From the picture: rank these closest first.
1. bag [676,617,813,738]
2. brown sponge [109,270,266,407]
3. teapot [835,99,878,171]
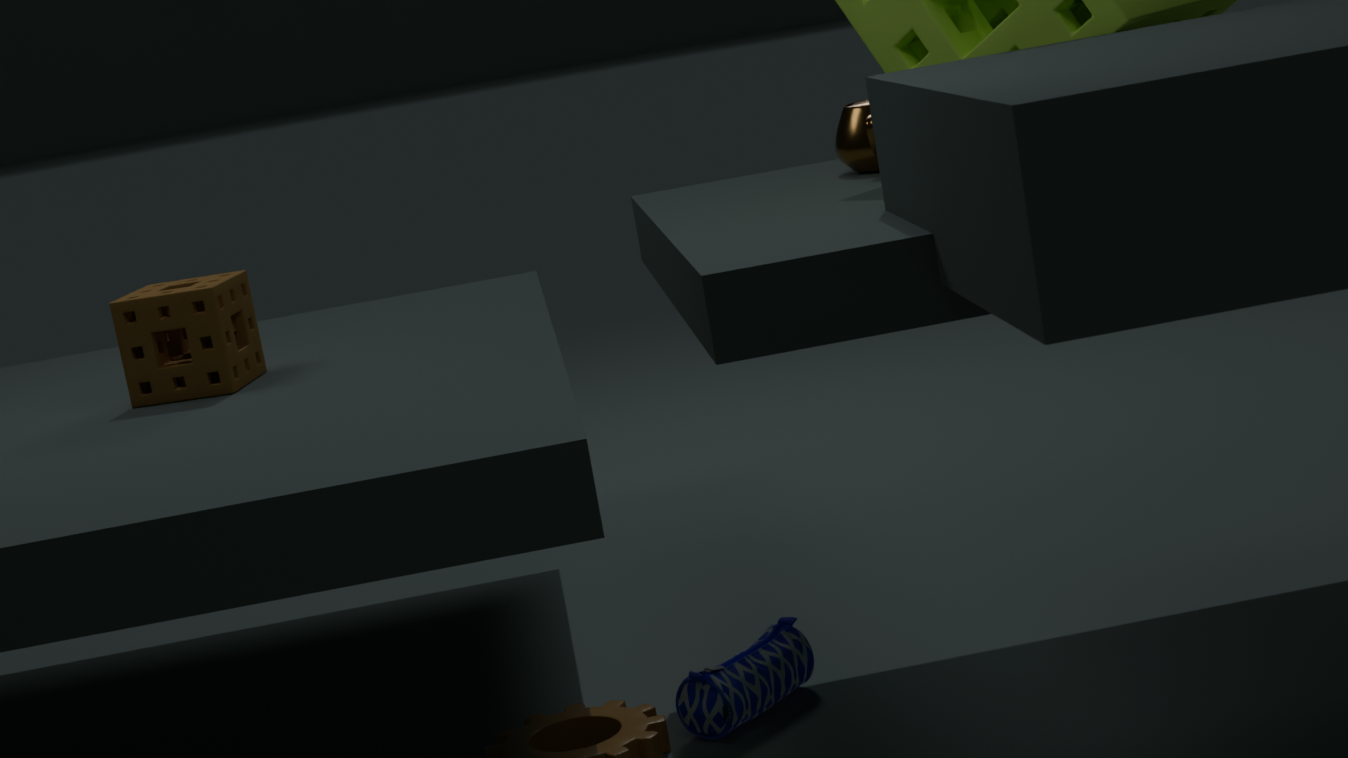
bag [676,617,813,738], teapot [835,99,878,171], brown sponge [109,270,266,407]
